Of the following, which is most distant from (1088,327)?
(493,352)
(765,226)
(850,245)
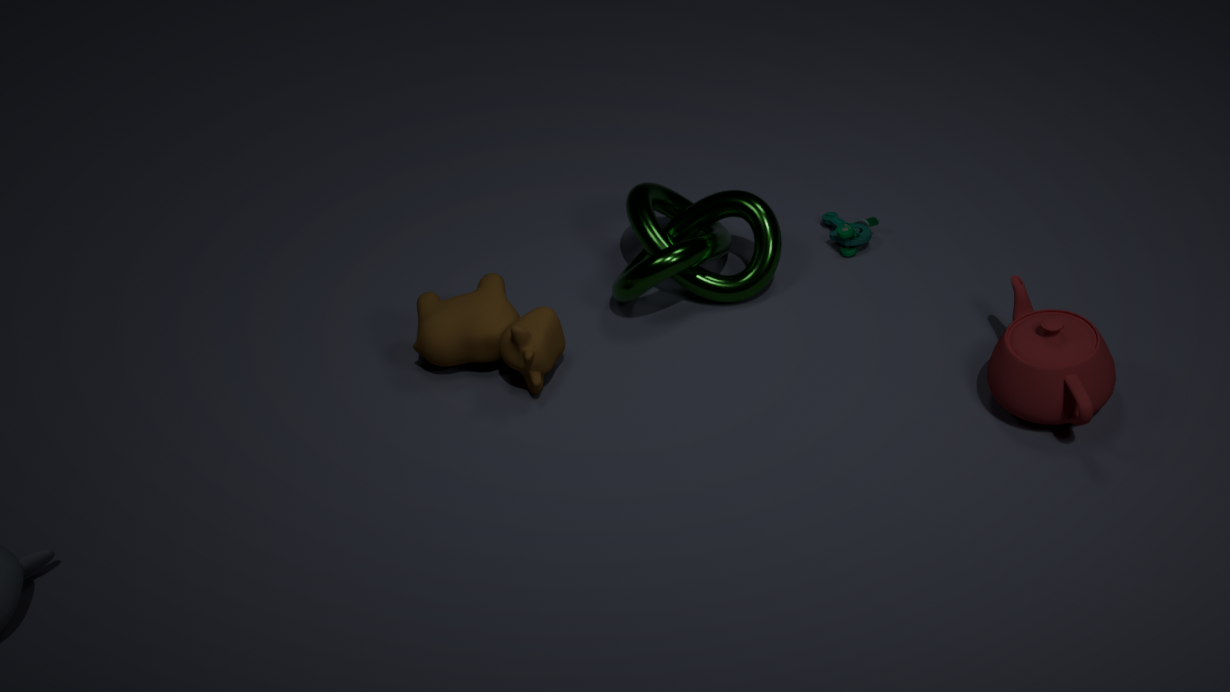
(493,352)
